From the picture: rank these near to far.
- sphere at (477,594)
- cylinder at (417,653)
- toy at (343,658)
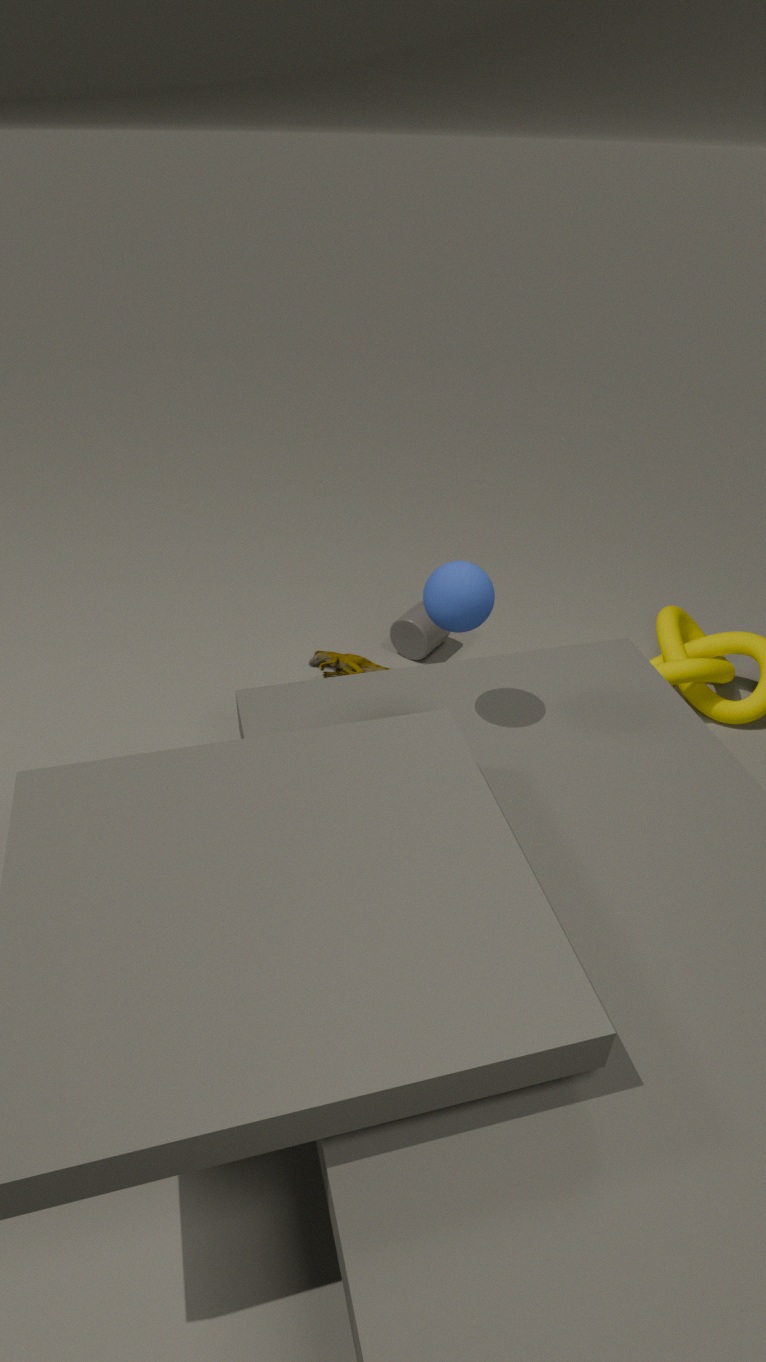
sphere at (477,594) → toy at (343,658) → cylinder at (417,653)
